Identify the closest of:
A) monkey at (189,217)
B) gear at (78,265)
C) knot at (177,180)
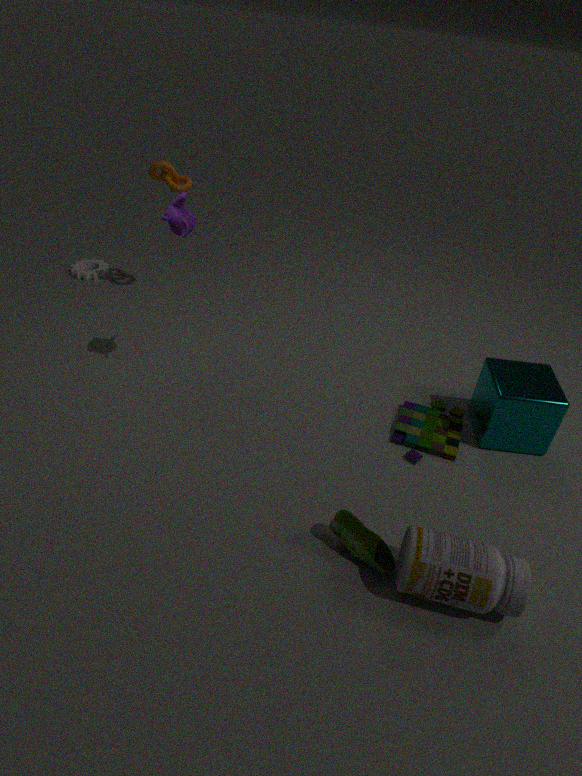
monkey at (189,217)
